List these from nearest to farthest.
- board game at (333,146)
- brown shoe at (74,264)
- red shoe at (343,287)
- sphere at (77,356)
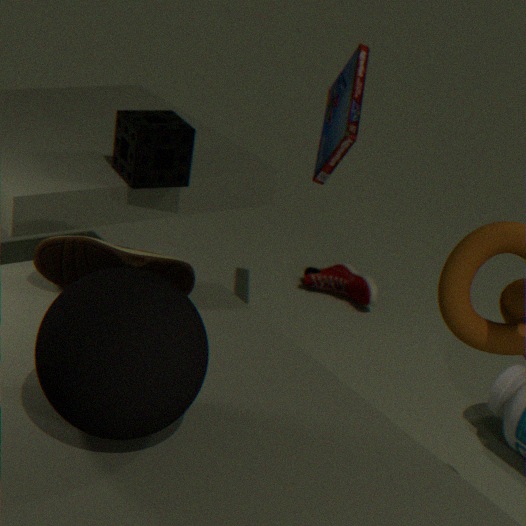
sphere at (77,356)
brown shoe at (74,264)
board game at (333,146)
red shoe at (343,287)
